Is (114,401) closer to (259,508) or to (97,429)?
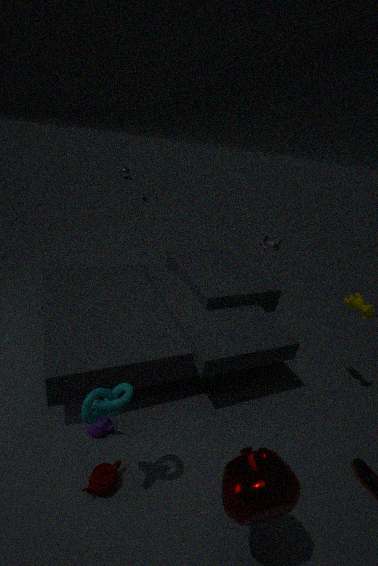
(97,429)
